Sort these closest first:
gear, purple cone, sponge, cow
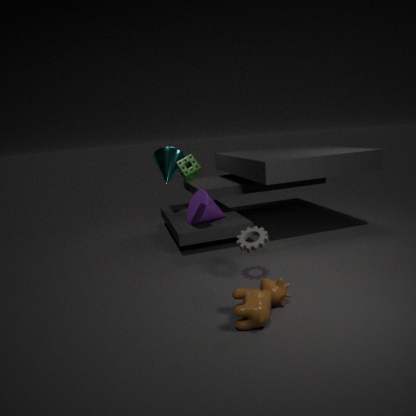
cow < gear < sponge < purple cone
